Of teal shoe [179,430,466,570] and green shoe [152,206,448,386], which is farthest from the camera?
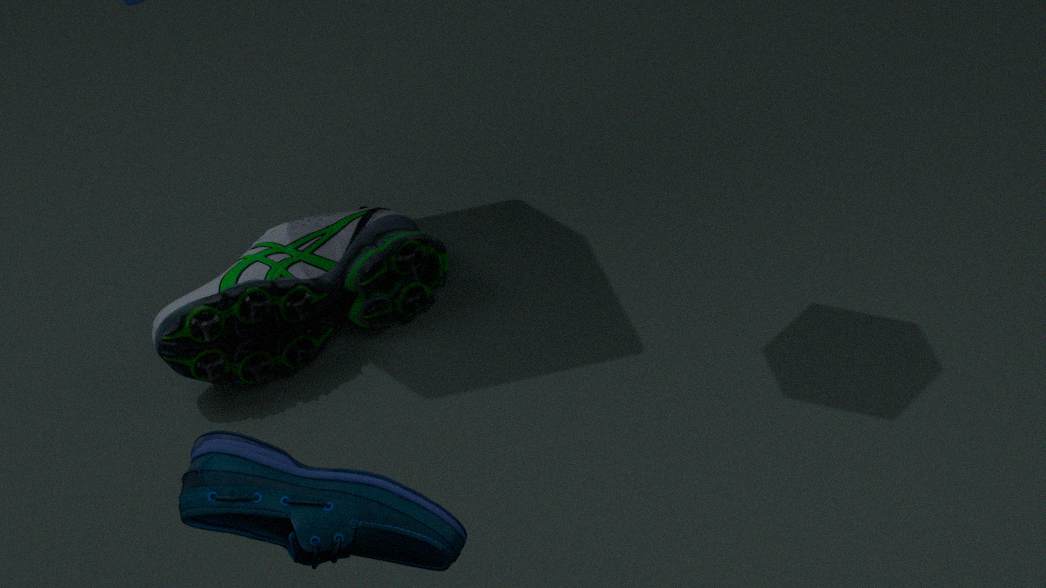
green shoe [152,206,448,386]
